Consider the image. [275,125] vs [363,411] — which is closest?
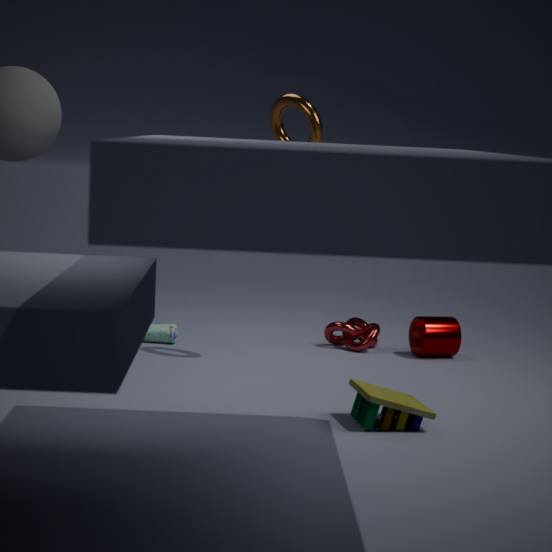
[363,411]
